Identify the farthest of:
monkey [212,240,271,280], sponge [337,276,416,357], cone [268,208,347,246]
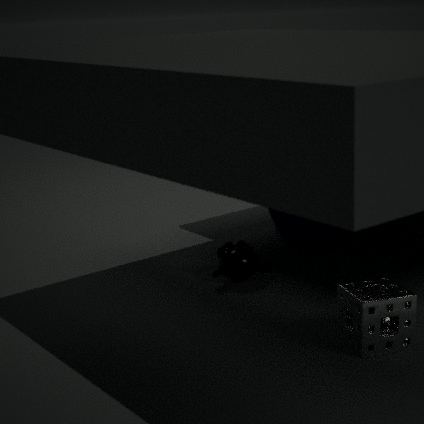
cone [268,208,347,246]
